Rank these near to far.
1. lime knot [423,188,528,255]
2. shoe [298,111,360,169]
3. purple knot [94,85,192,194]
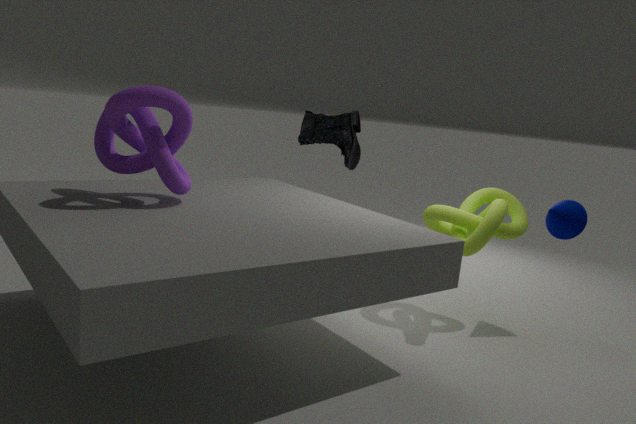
1. purple knot [94,85,192,194]
2. lime knot [423,188,528,255]
3. shoe [298,111,360,169]
